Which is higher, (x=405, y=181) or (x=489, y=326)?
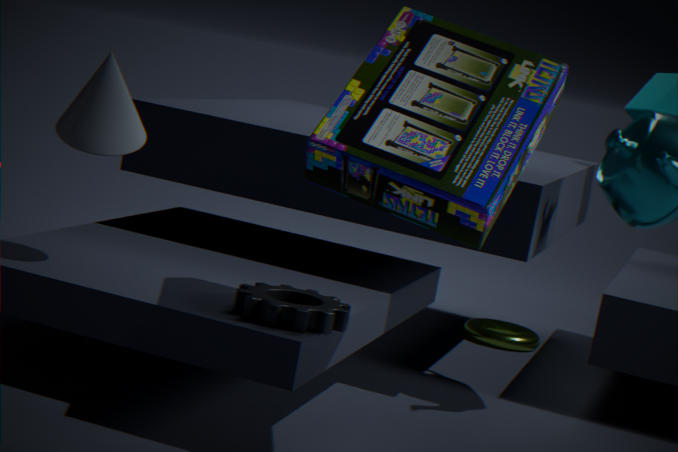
(x=405, y=181)
